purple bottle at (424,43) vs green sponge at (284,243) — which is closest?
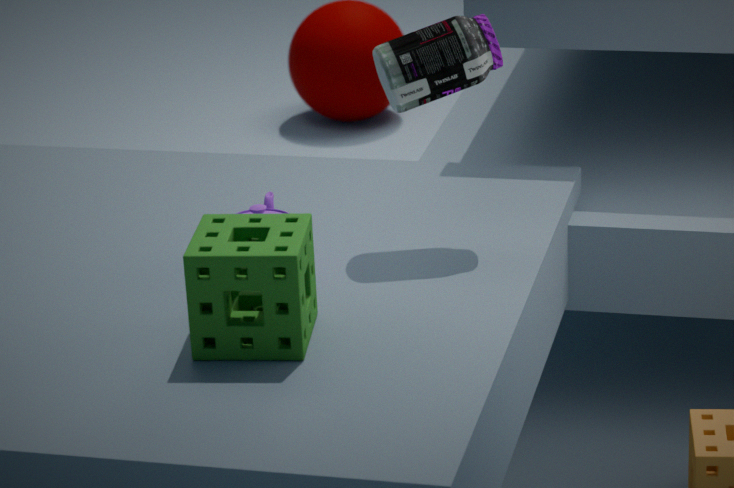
green sponge at (284,243)
